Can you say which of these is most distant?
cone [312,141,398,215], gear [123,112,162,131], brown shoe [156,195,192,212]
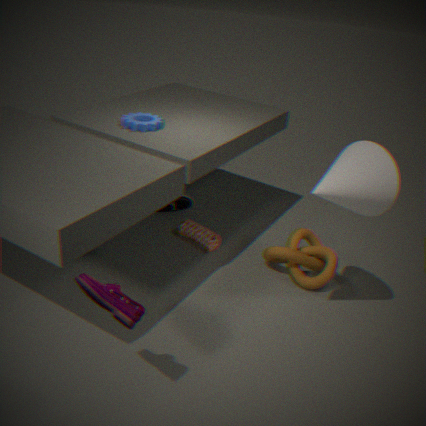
brown shoe [156,195,192,212]
